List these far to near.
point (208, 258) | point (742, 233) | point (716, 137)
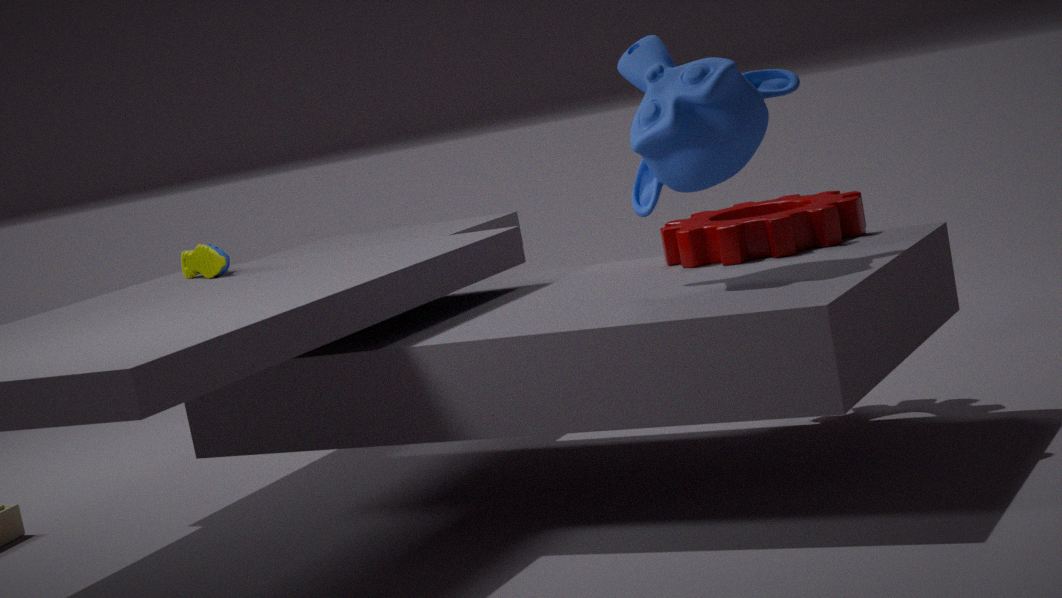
point (208, 258), point (742, 233), point (716, 137)
